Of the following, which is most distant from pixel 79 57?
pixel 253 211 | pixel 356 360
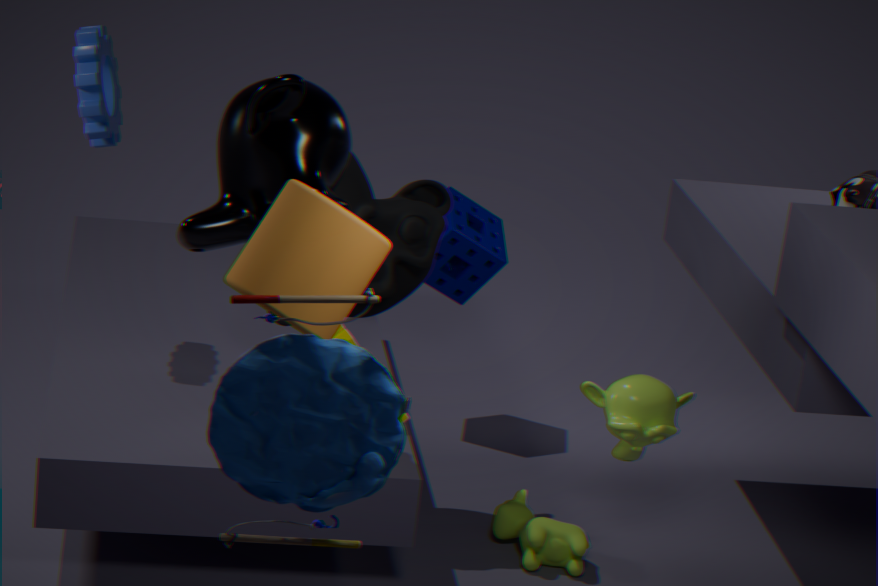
pixel 356 360
